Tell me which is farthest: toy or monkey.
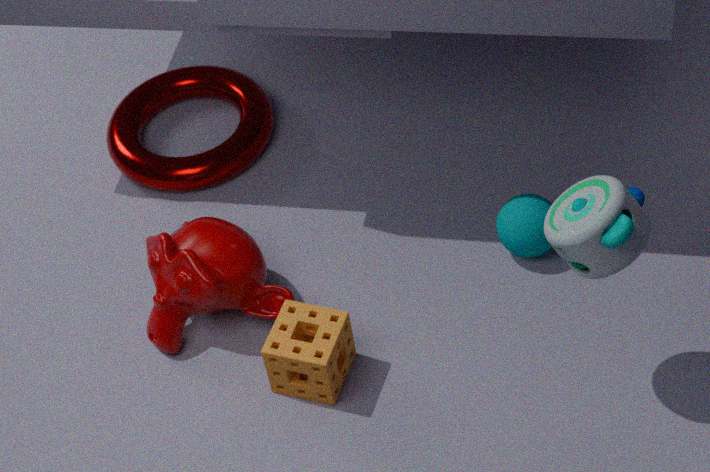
monkey
